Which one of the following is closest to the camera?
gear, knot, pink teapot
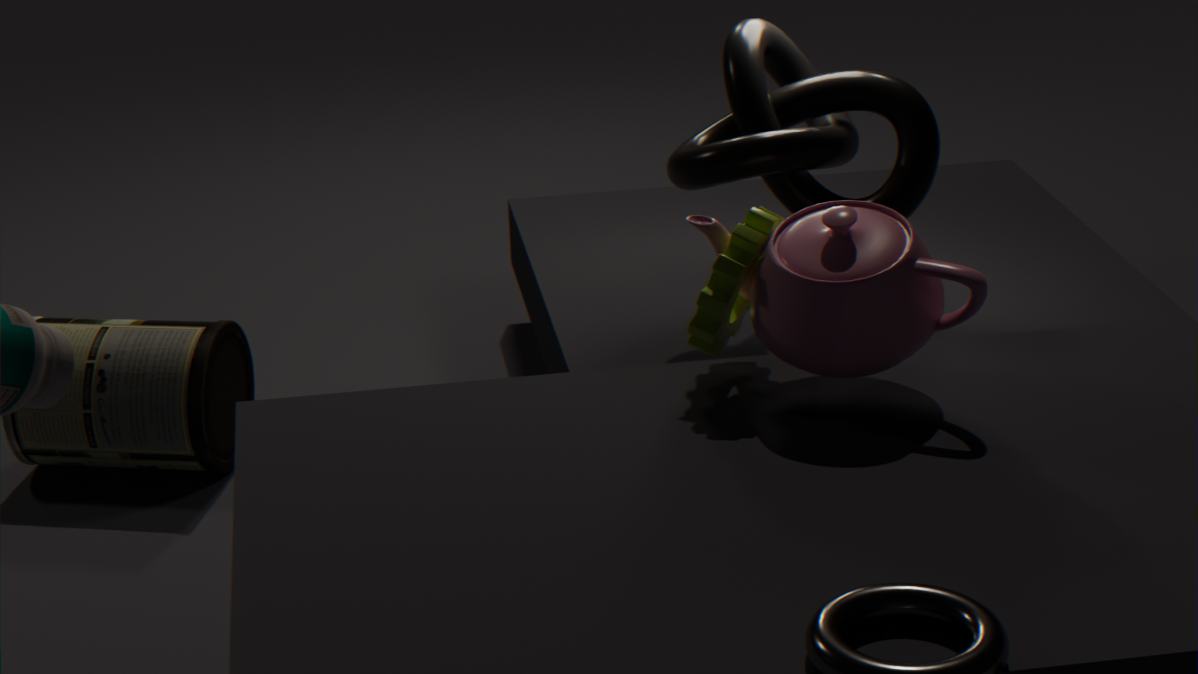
→ pink teapot
